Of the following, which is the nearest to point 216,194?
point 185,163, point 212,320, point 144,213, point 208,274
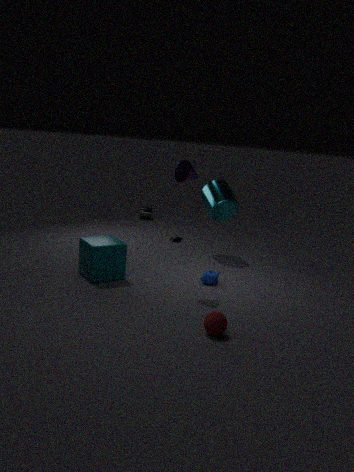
Answer: point 208,274
